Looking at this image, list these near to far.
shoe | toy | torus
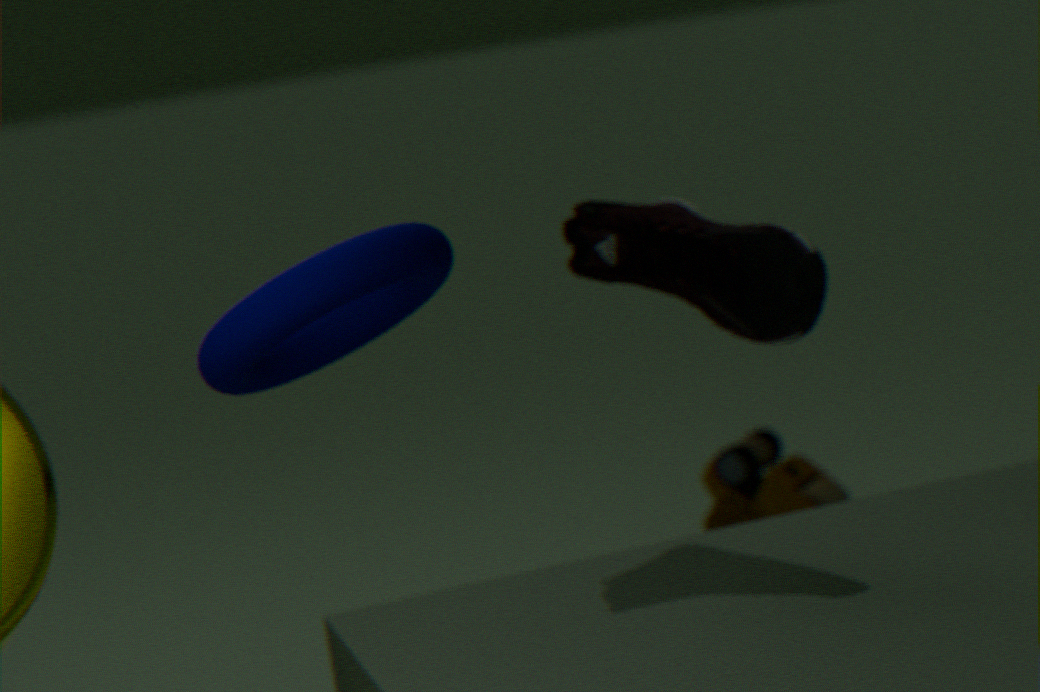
torus, shoe, toy
